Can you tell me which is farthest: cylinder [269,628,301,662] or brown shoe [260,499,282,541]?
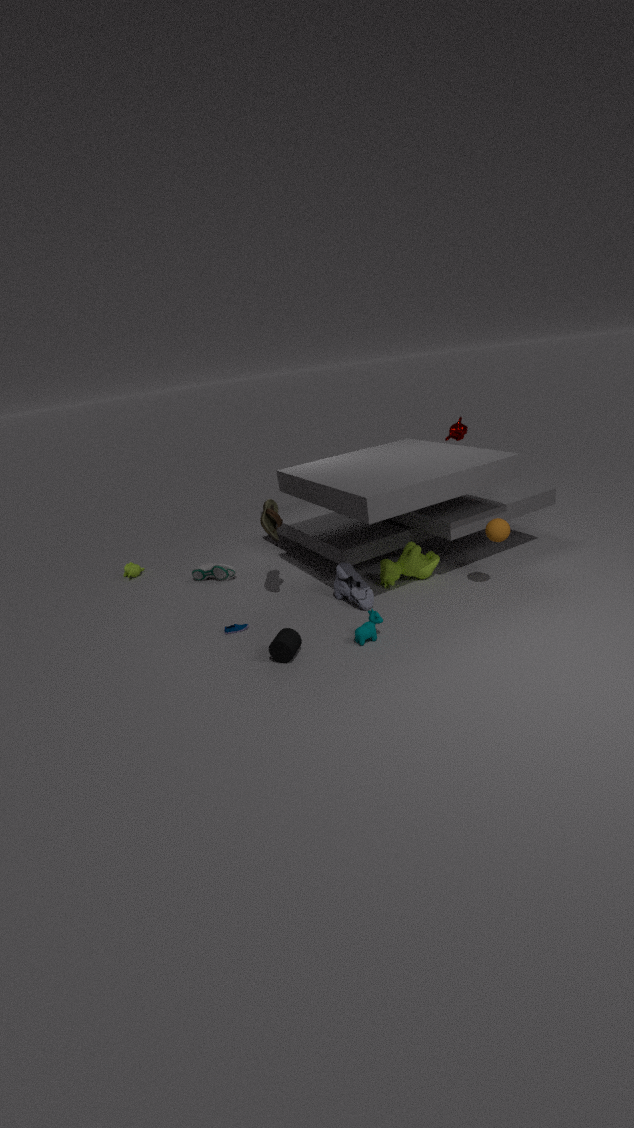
brown shoe [260,499,282,541]
